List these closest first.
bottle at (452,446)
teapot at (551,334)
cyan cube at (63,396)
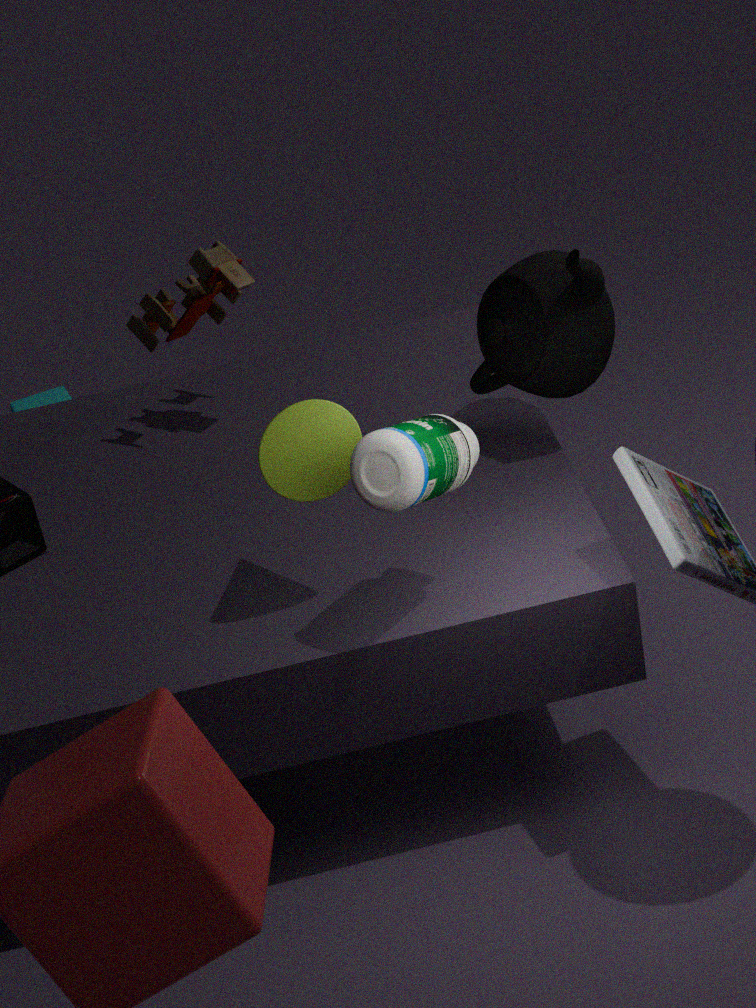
1. bottle at (452,446)
2. teapot at (551,334)
3. cyan cube at (63,396)
